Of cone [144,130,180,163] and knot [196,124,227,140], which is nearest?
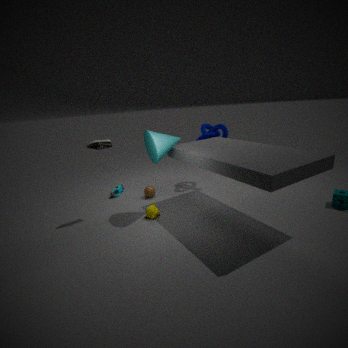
cone [144,130,180,163]
